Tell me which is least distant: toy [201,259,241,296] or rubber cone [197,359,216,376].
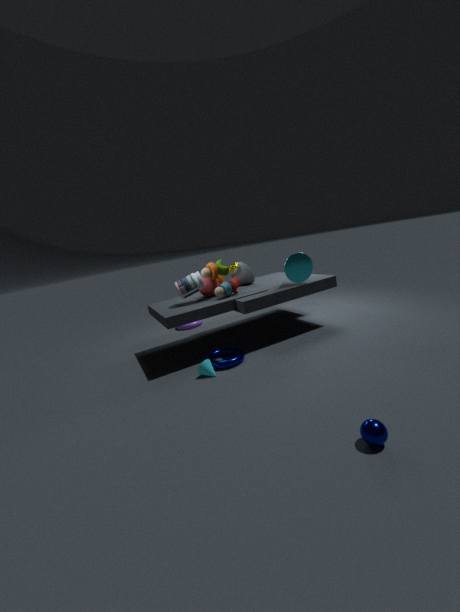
rubber cone [197,359,216,376]
